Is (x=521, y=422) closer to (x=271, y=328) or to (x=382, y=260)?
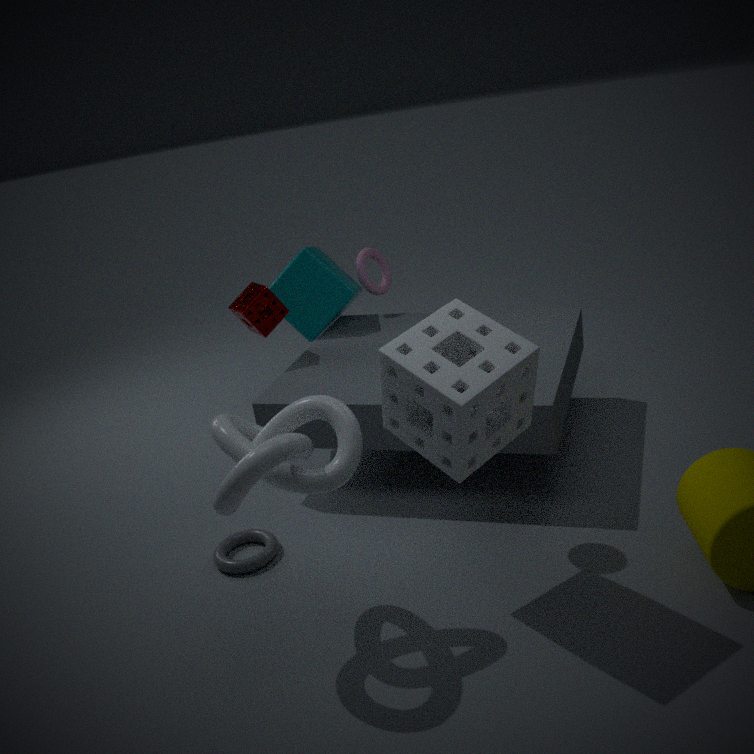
(x=271, y=328)
